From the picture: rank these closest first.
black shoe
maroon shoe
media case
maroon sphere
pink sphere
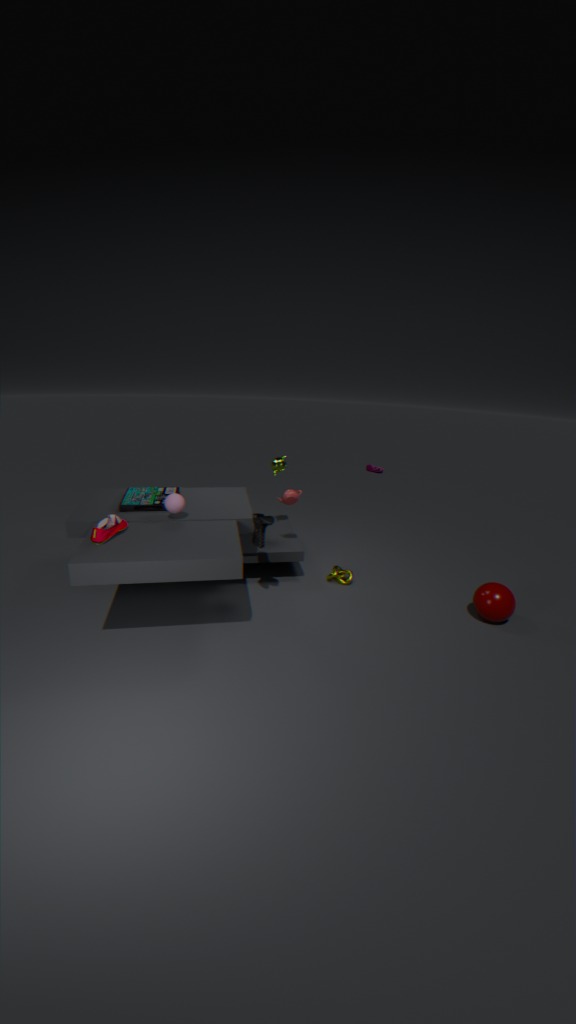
maroon shoe → black shoe → maroon sphere → pink sphere → media case
